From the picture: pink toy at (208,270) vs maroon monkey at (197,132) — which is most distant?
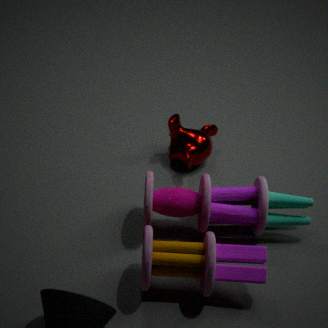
maroon monkey at (197,132)
